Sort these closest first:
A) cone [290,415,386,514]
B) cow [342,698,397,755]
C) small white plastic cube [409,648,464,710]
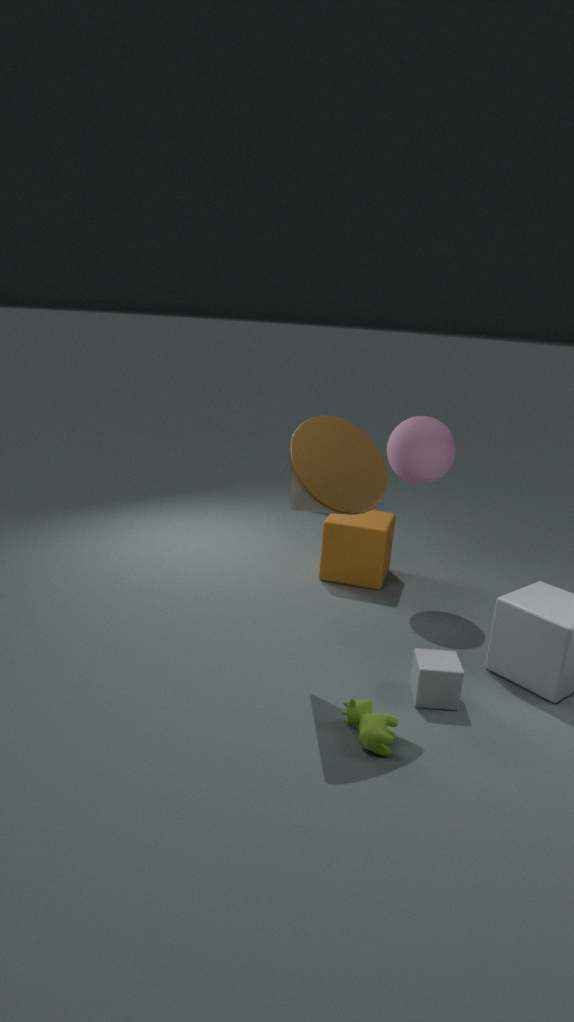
cow [342,698,397,755] < cone [290,415,386,514] < small white plastic cube [409,648,464,710]
